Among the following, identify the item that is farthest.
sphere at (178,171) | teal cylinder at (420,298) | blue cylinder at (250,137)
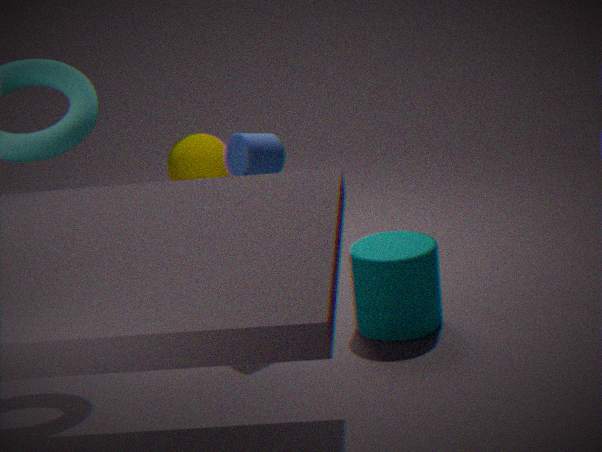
sphere at (178,171)
